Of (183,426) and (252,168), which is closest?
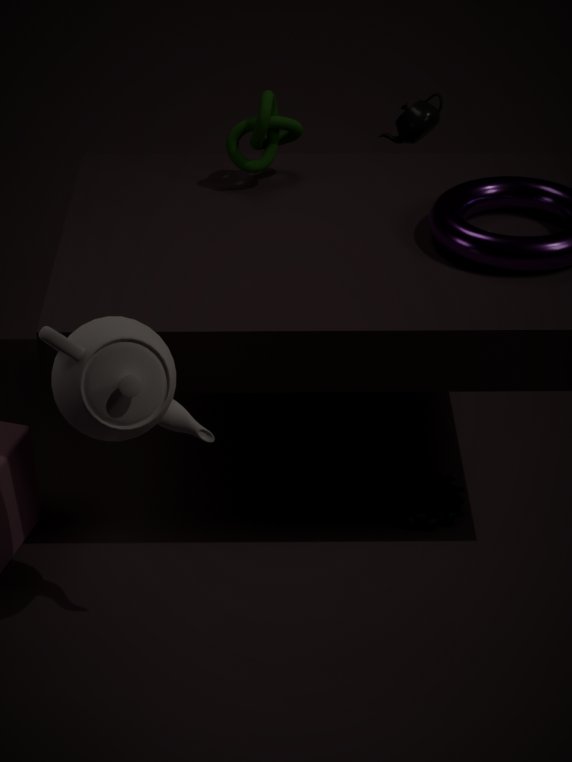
(183,426)
